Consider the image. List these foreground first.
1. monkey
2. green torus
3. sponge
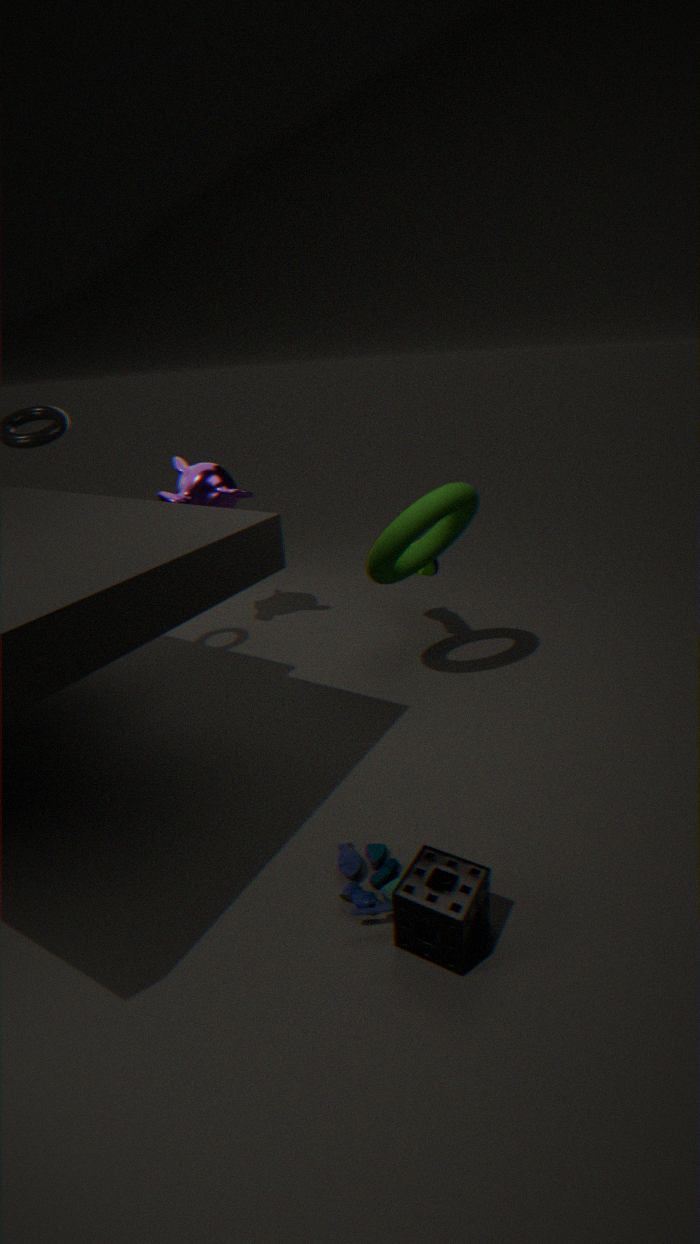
sponge → green torus → monkey
